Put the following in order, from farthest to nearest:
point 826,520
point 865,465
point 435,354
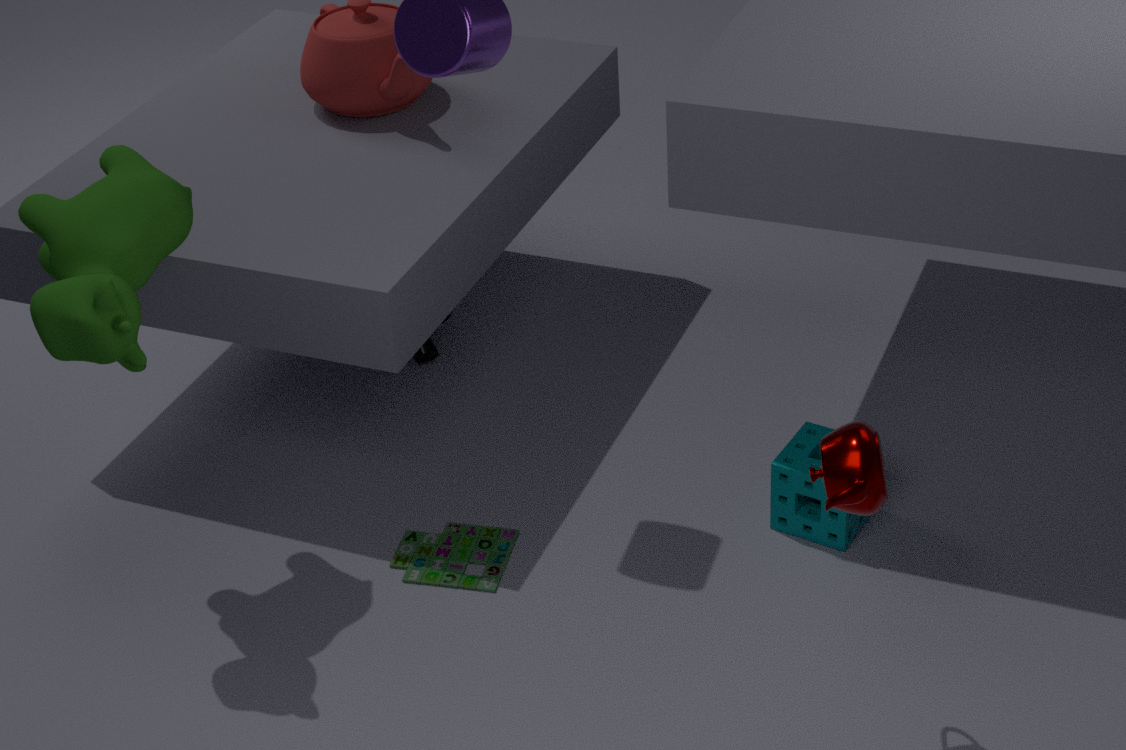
point 435,354 → point 826,520 → point 865,465
